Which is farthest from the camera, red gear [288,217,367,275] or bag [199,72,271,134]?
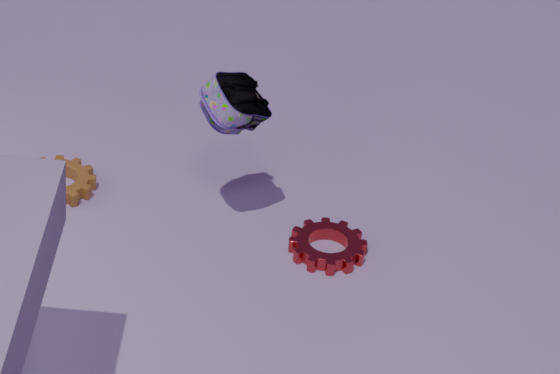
red gear [288,217,367,275]
